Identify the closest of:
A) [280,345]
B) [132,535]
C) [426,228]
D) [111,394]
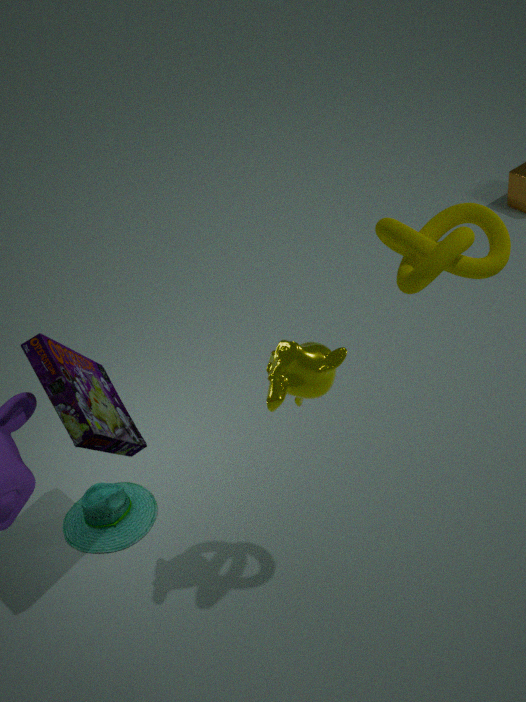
[426,228]
